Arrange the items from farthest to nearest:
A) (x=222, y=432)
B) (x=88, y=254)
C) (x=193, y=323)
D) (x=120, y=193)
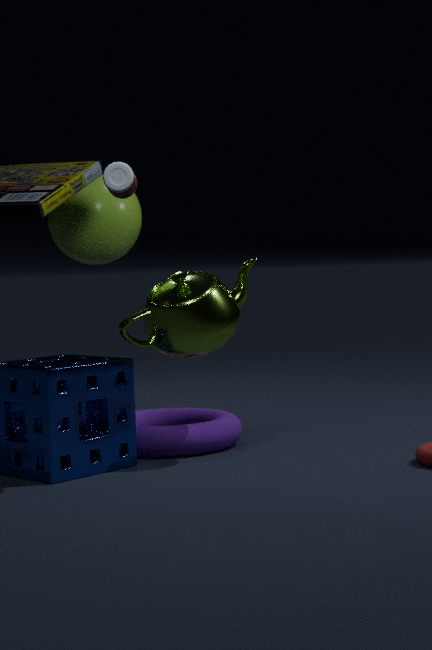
(x=88, y=254)
(x=222, y=432)
(x=193, y=323)
(x=120, y=193)
